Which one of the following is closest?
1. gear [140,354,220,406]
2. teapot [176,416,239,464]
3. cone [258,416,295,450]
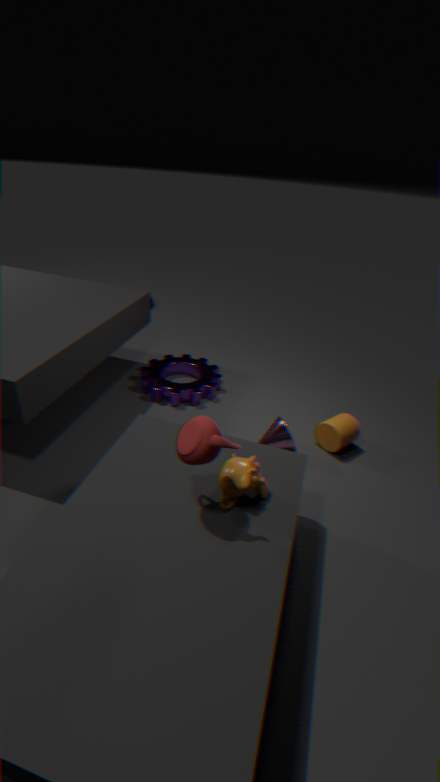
teapot [176,416,239,464]
